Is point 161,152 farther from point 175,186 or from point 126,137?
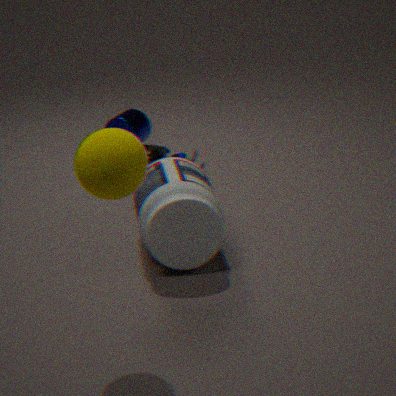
point 126,137
